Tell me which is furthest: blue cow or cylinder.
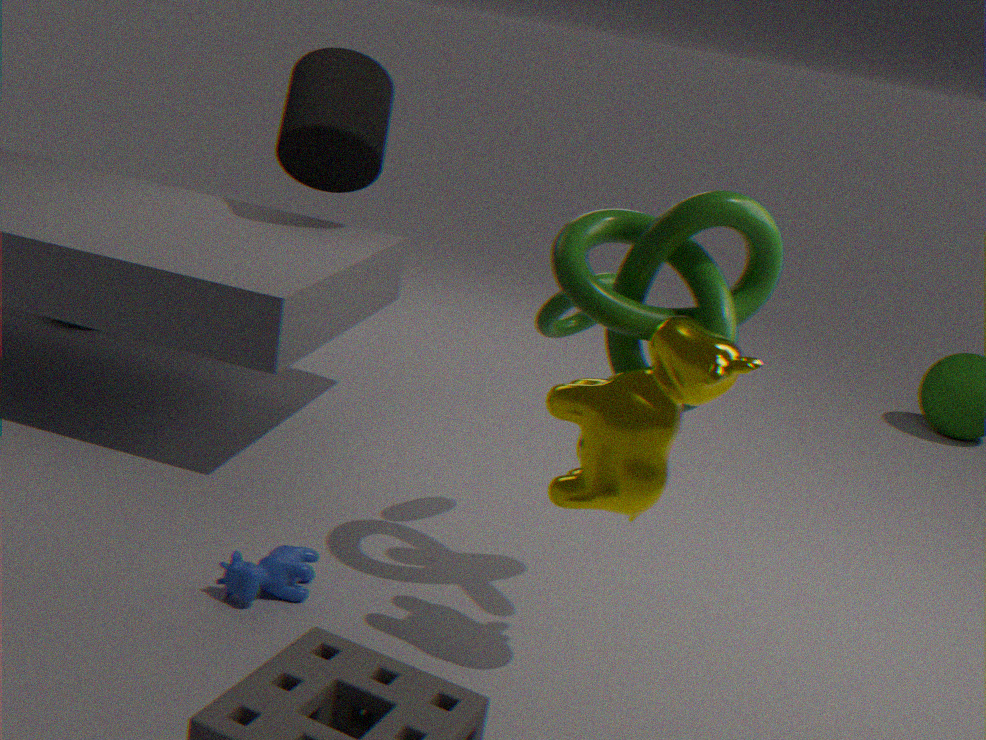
cylinder
